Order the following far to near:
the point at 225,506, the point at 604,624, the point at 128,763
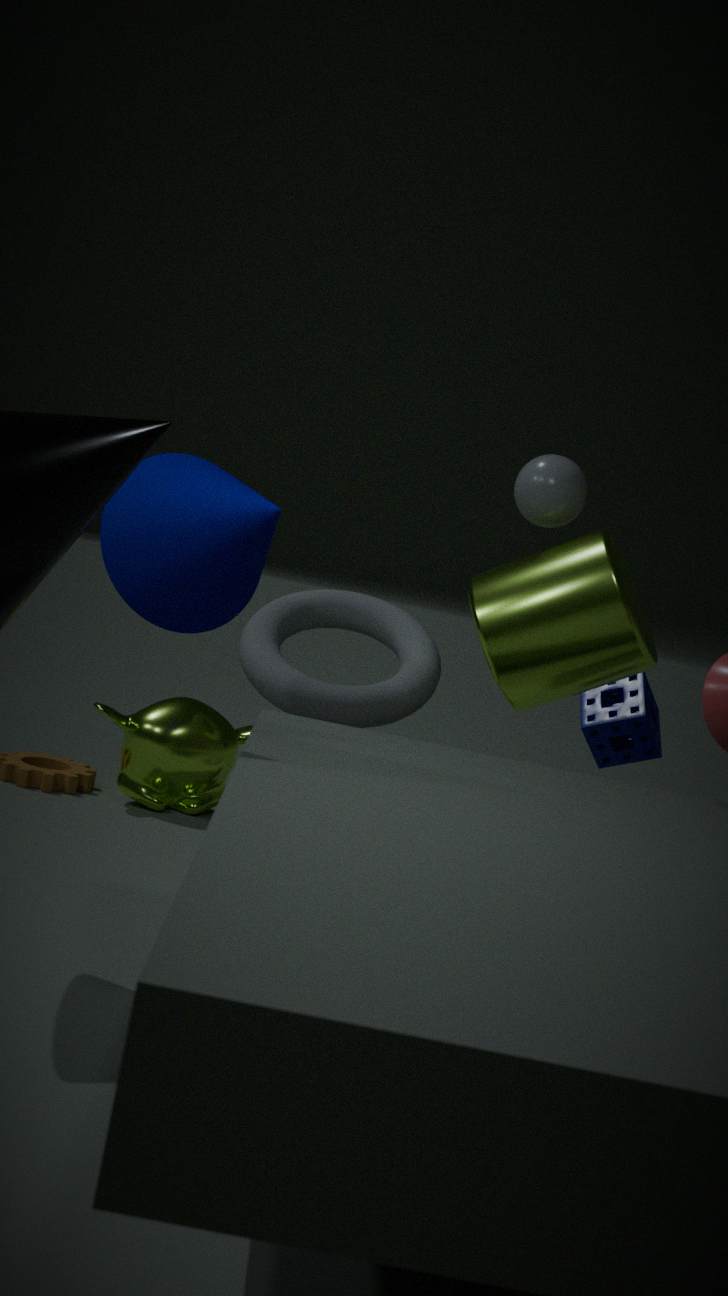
the point at 128,763 → the point at 604,624 → the point at 225,506
